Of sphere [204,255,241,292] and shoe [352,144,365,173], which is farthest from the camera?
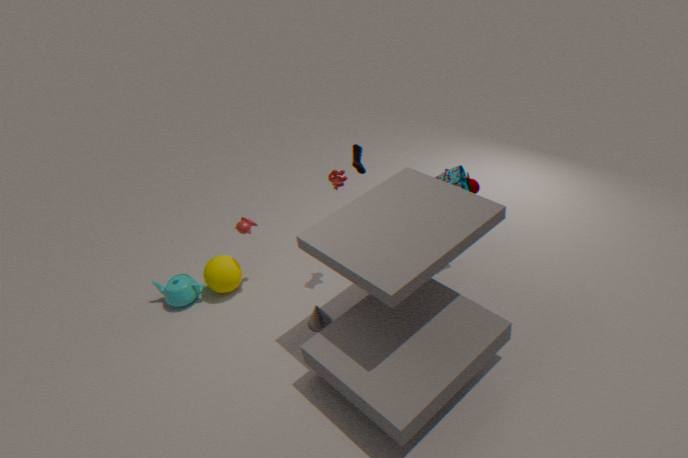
shoe [352,144,365,173]
